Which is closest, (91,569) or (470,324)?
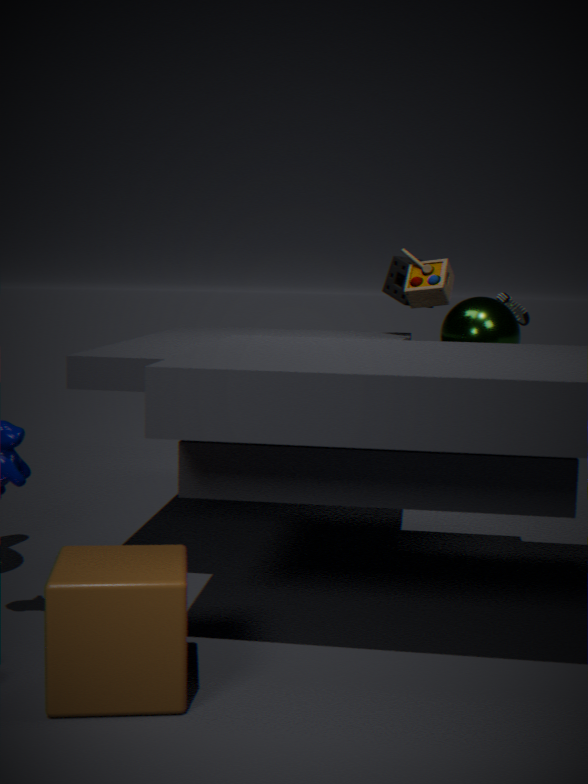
(91,569)
